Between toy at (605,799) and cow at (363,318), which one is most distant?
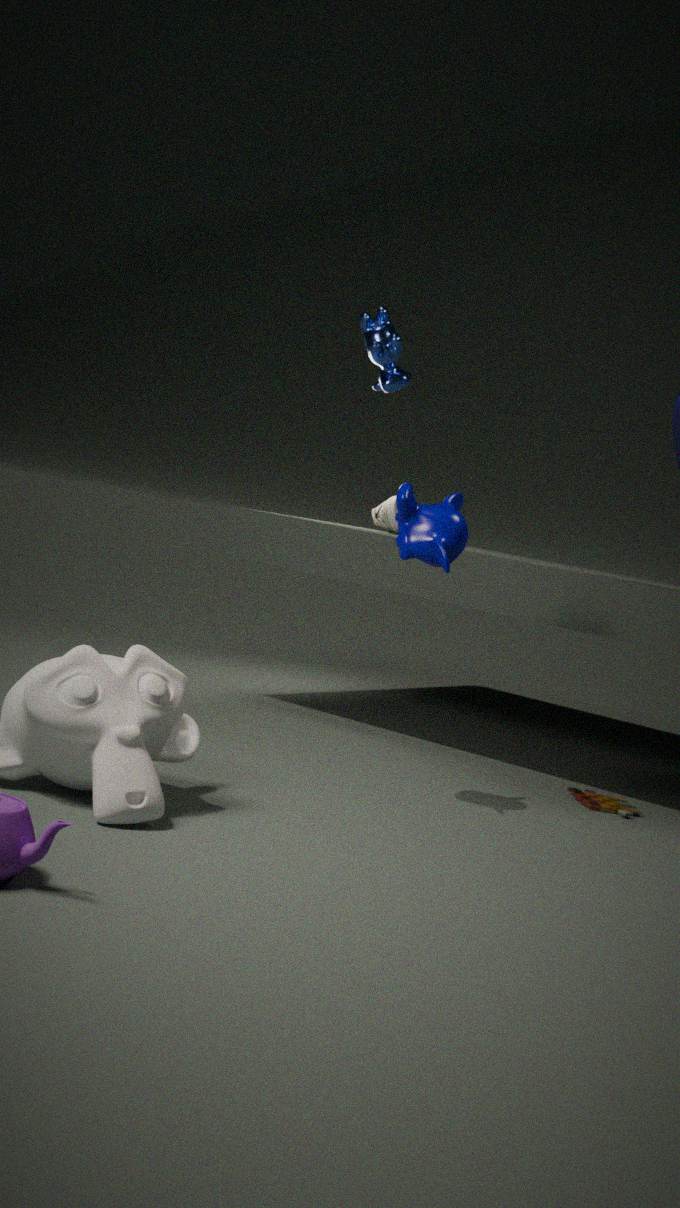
cow at (363,318)
